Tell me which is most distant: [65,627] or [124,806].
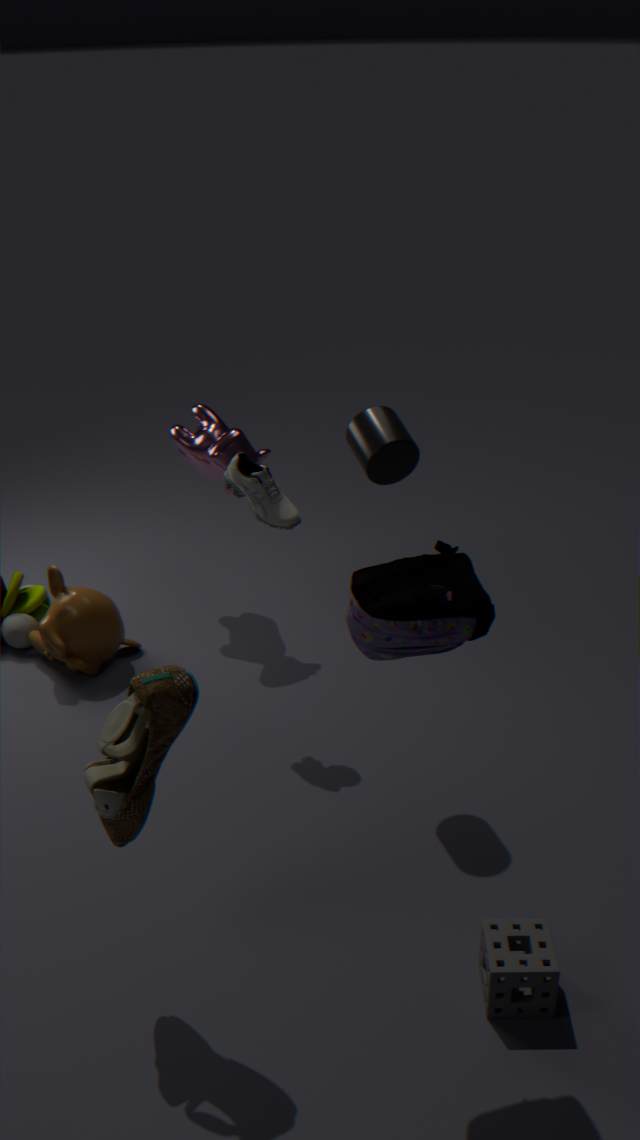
[65,627]
